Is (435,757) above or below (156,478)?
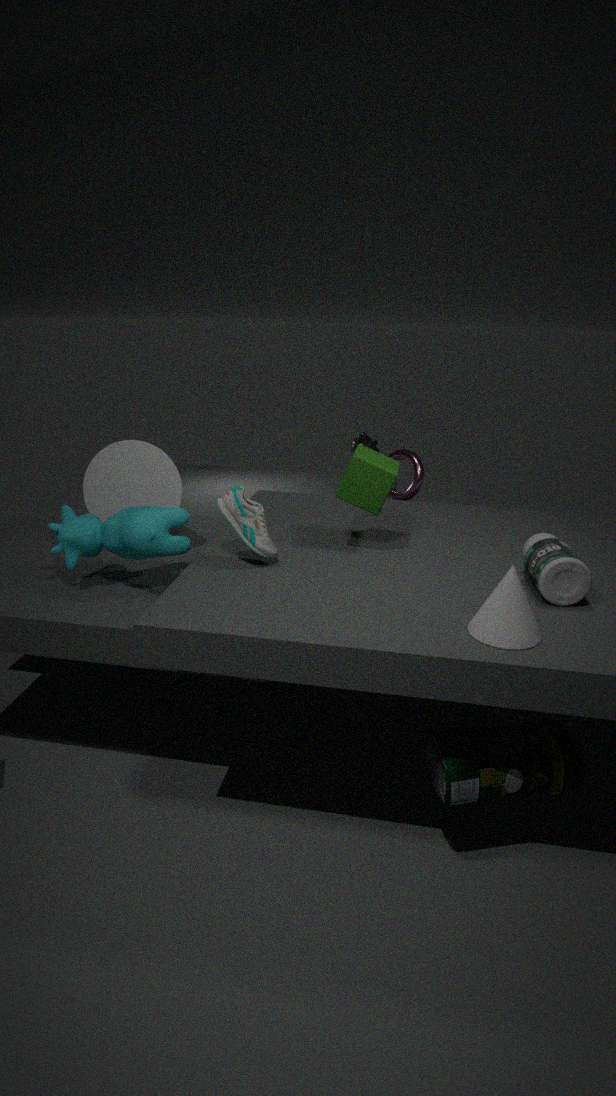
below
